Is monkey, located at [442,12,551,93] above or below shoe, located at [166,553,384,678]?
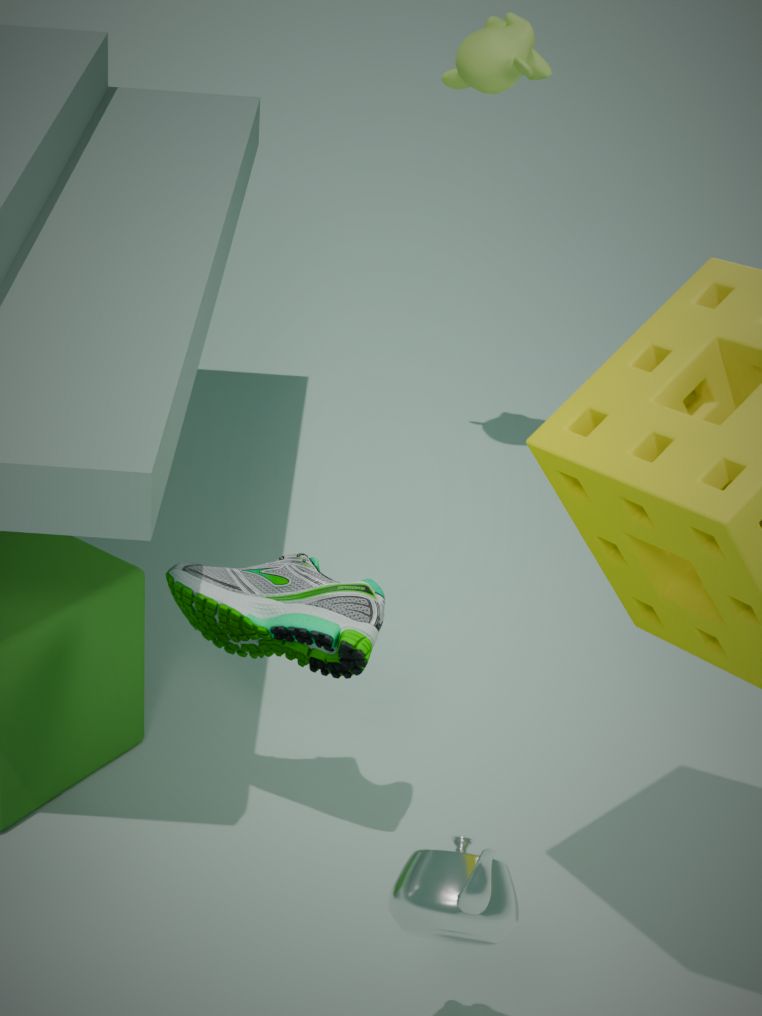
above
